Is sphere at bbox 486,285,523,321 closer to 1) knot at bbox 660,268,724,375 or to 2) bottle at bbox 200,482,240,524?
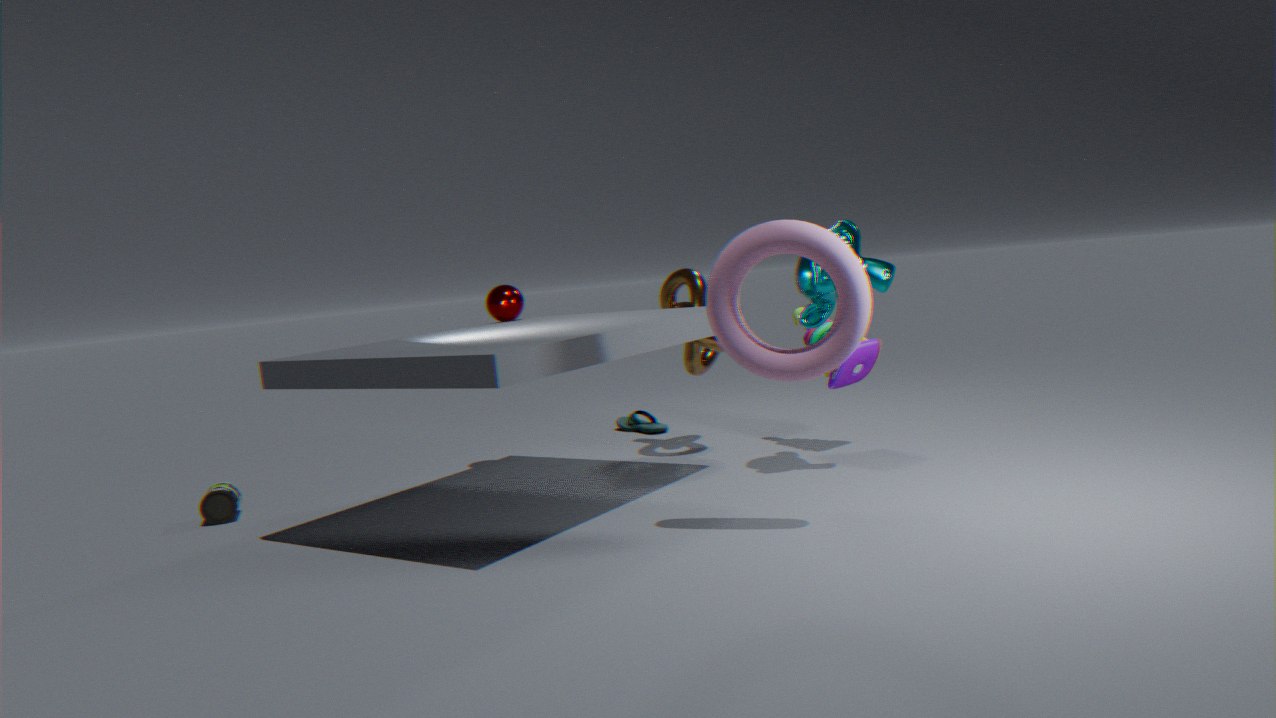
1) knot at bbox 660,268,724,375
